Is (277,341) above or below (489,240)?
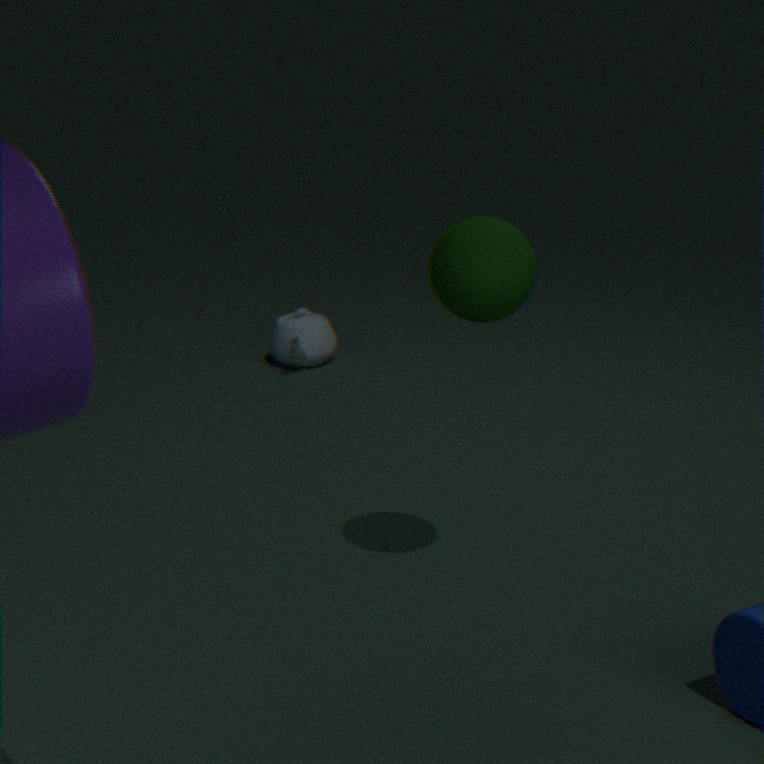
below
